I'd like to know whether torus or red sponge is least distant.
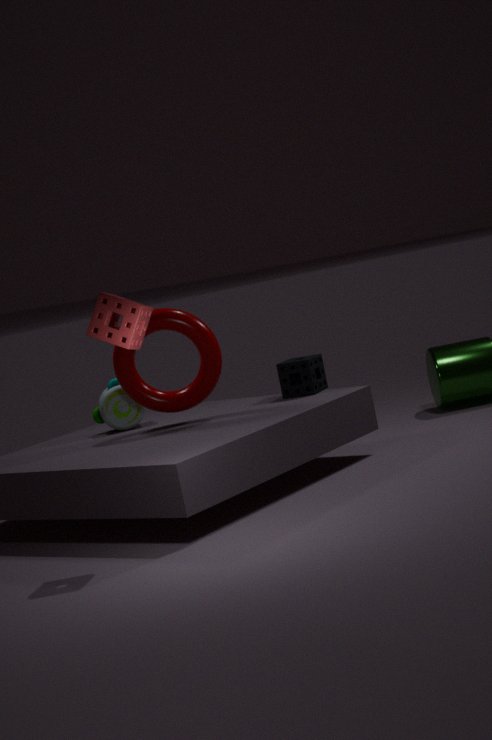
red sponge
